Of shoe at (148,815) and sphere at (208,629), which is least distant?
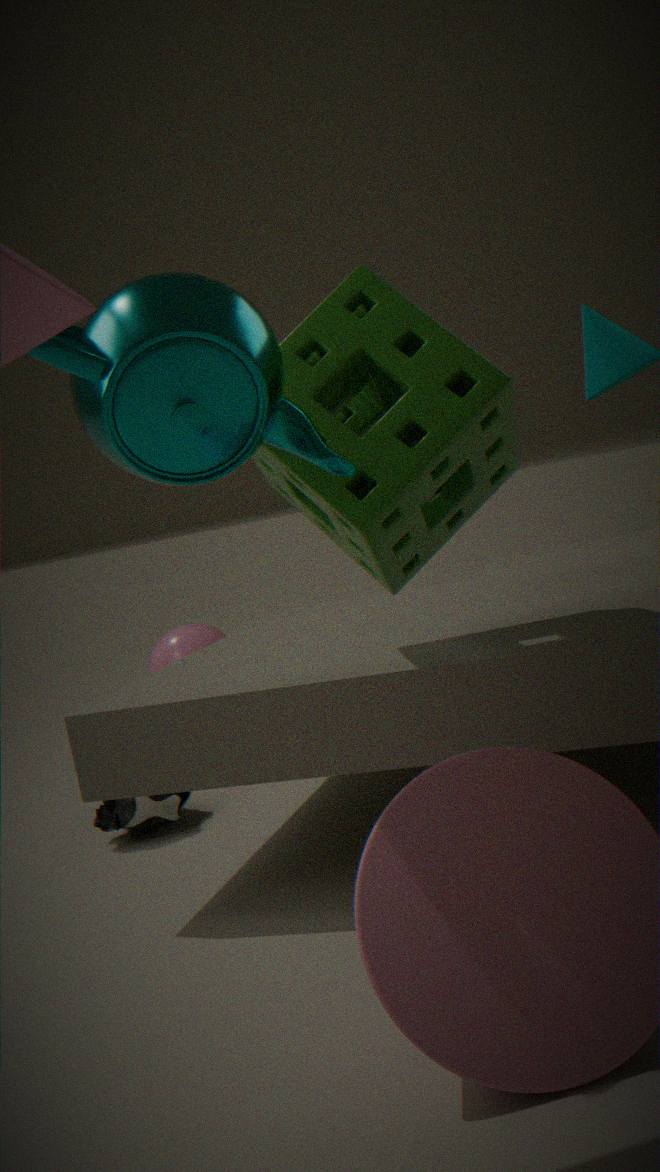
shoe at (148,815)
